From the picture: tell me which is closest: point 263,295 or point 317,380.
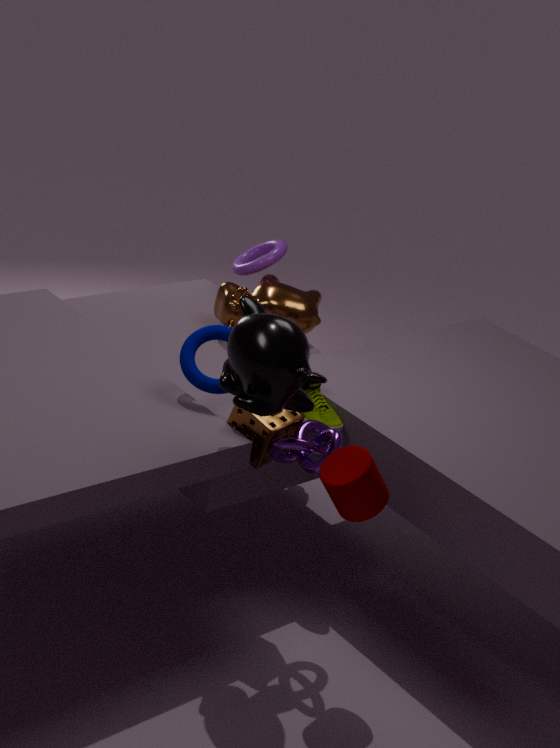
point 317,380
